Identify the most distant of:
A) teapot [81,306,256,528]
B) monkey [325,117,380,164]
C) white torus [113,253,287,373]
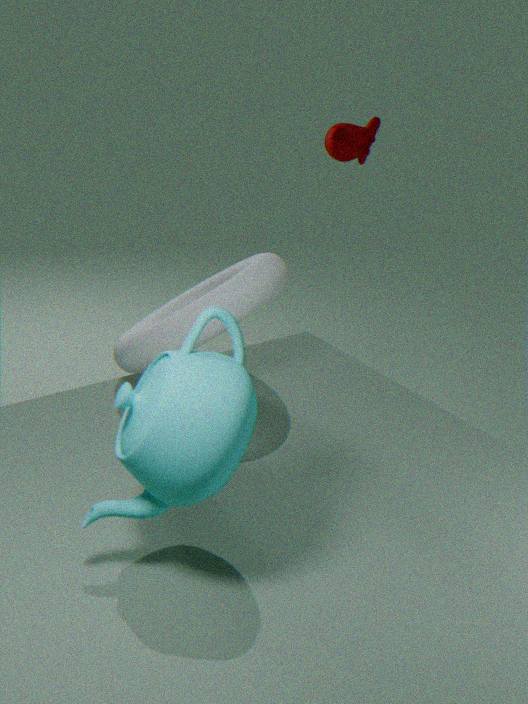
monkey [325,117,380,164]
